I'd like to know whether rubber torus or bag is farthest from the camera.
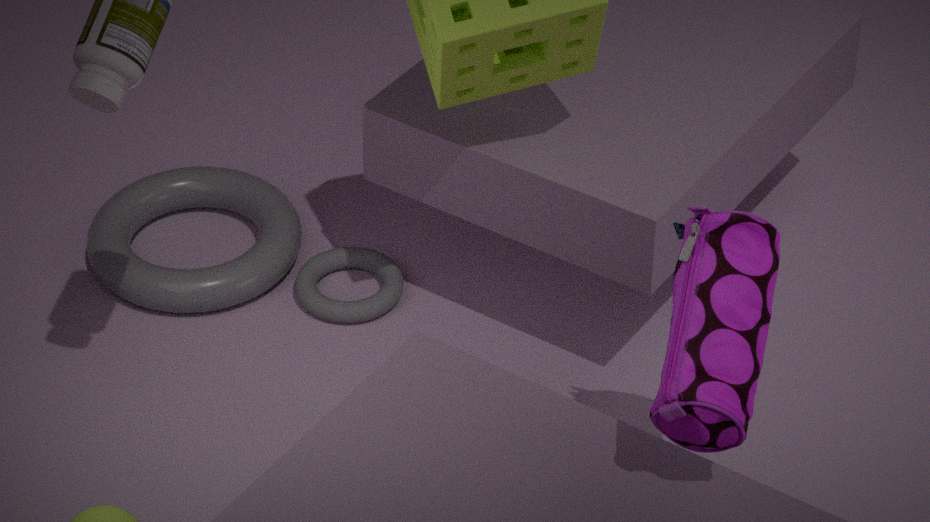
rubber torus
